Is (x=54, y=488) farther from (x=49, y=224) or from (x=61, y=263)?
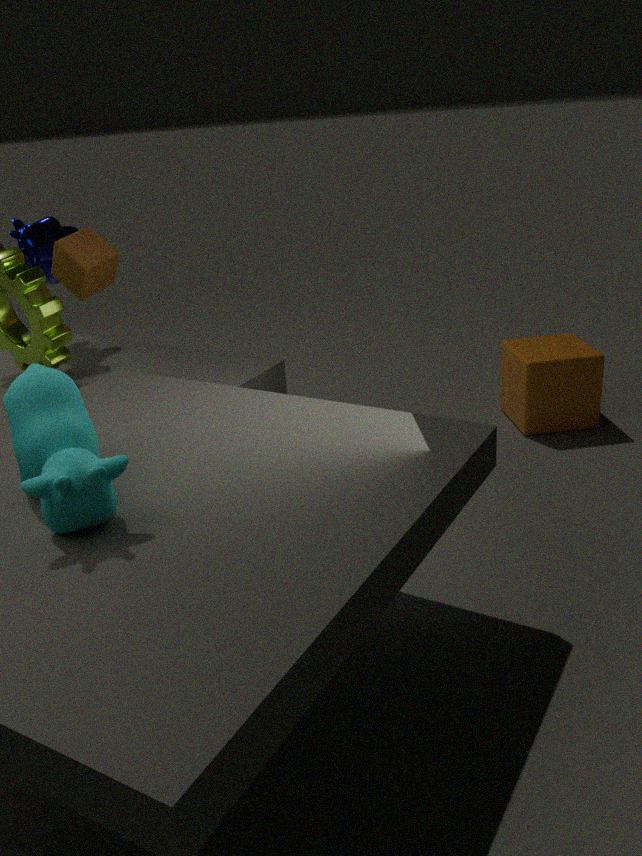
(x=49, y=224)
